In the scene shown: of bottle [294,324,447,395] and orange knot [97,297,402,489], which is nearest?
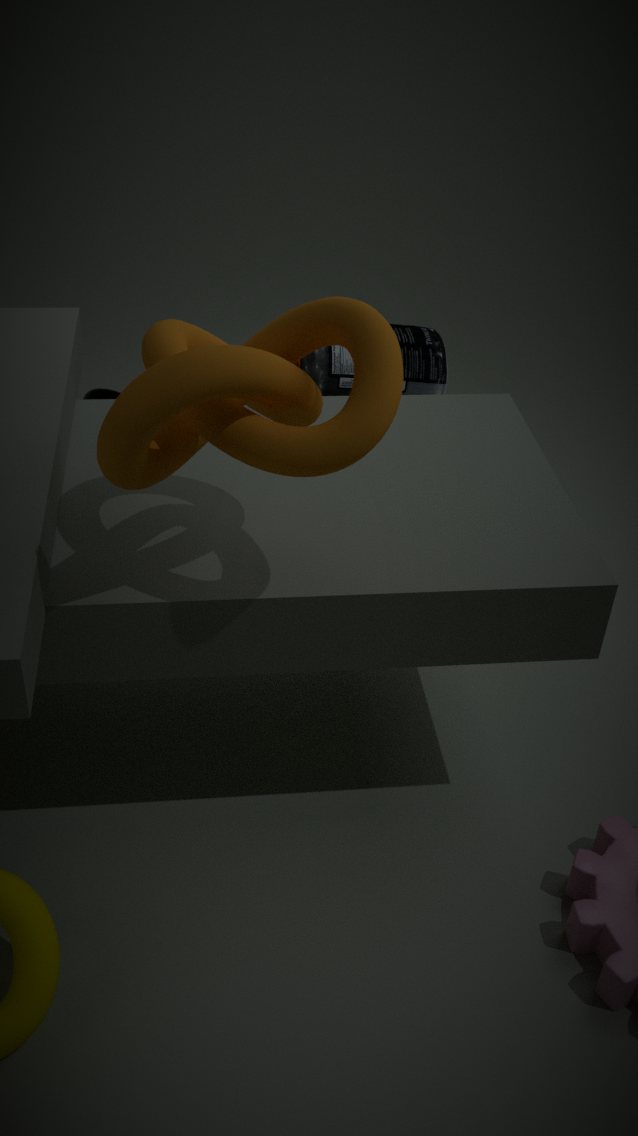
orange knot [97,297,402,489]
